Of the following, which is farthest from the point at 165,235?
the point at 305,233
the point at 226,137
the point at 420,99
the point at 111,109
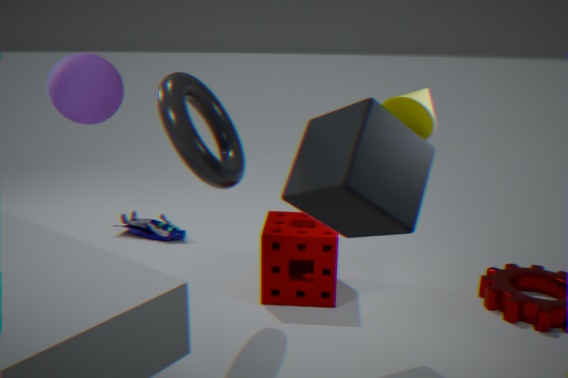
the point at 420,99
